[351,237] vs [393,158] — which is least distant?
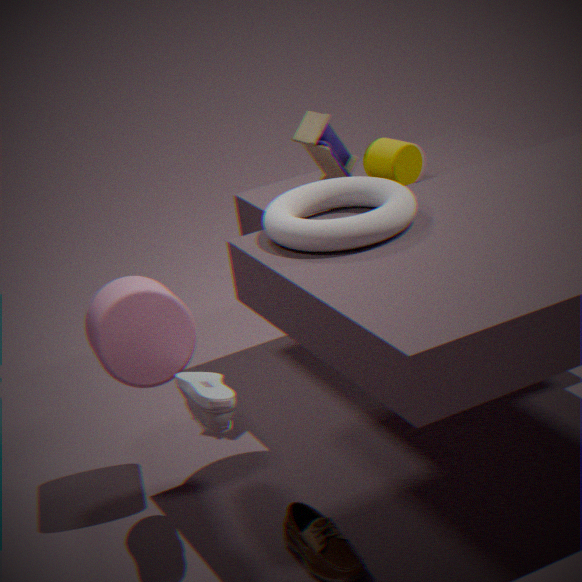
[351,237]
